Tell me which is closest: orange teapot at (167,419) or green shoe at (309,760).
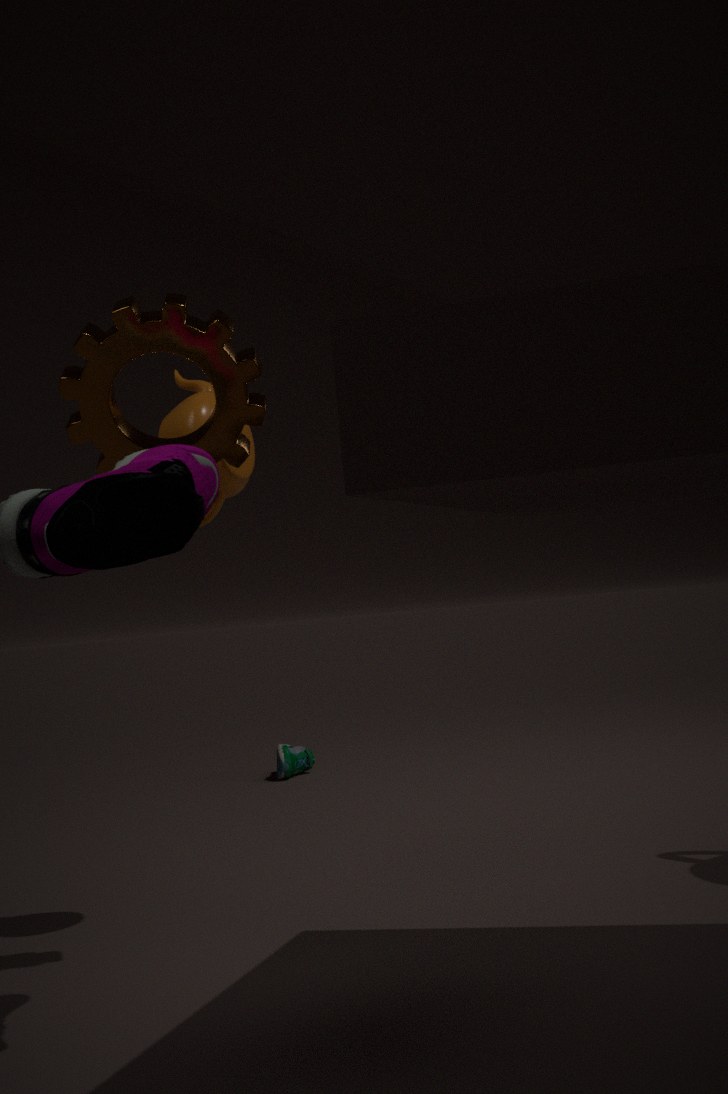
orange teapot at (167,419)
